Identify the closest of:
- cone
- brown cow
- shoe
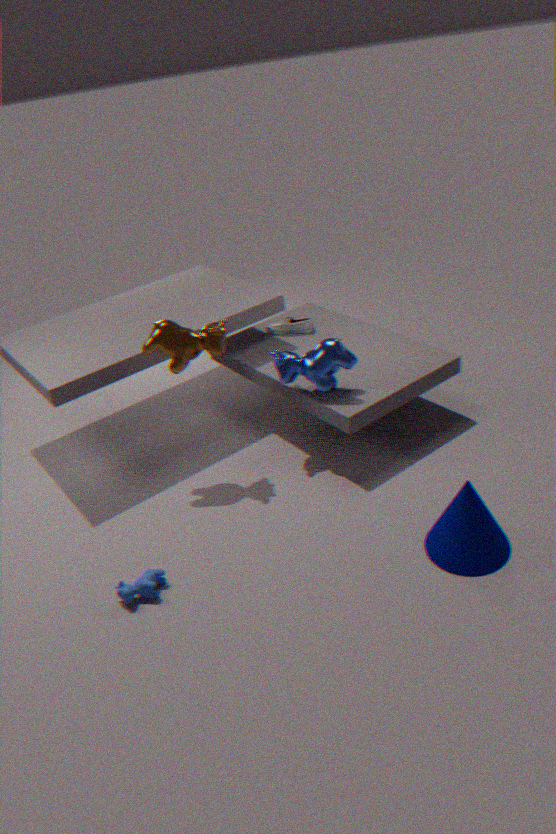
cone
